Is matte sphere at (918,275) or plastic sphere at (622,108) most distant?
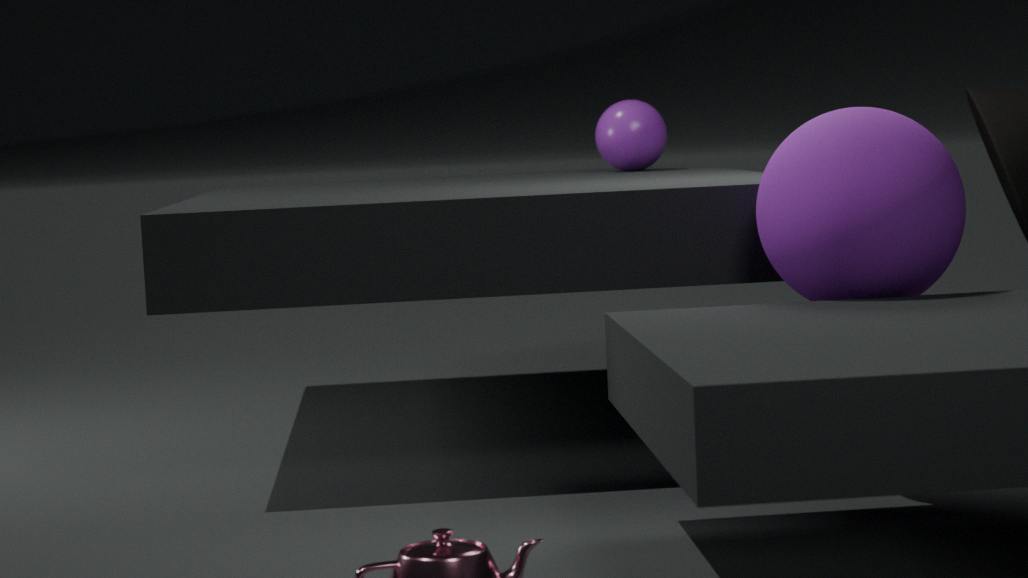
plastic sphere at (622,108)
